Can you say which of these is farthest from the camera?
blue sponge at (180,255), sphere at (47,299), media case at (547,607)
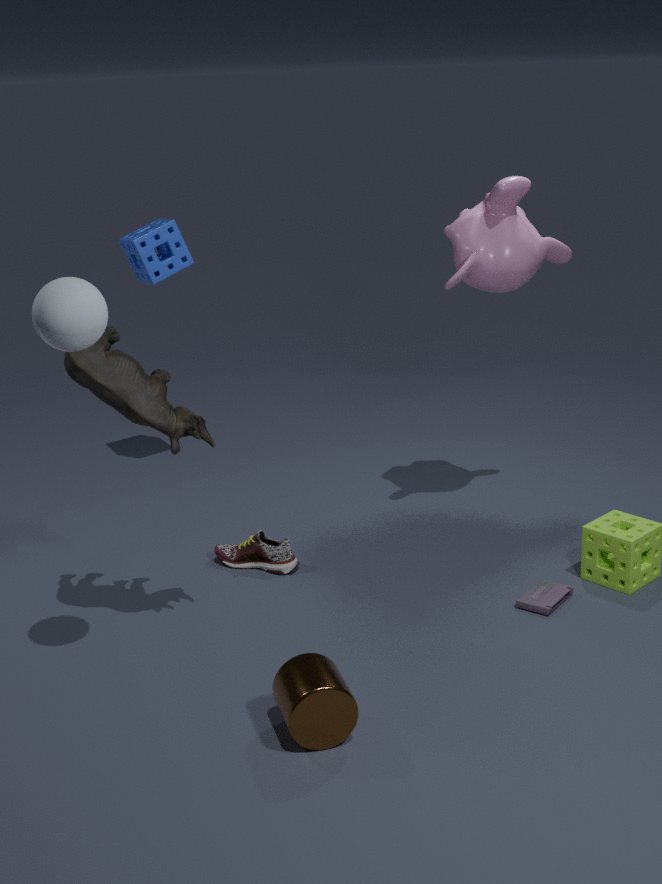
blue sponge at (180,255)
